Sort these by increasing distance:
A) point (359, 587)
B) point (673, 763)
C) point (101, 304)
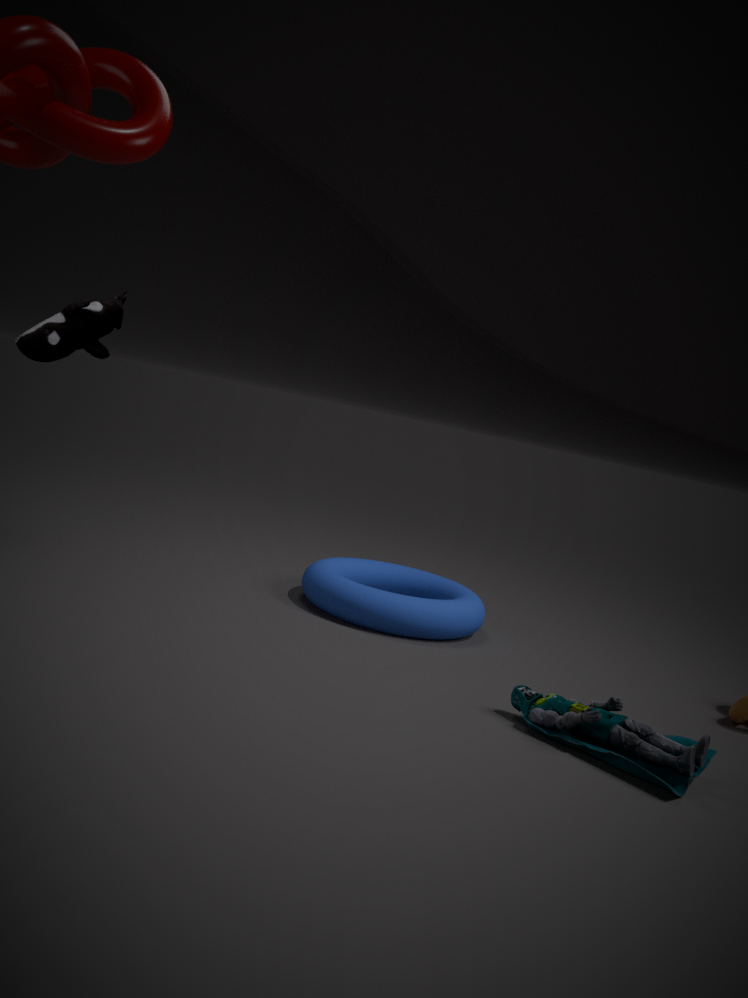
1. point (673, 763)
2. point (359, 587)
3. point (101, 304)
